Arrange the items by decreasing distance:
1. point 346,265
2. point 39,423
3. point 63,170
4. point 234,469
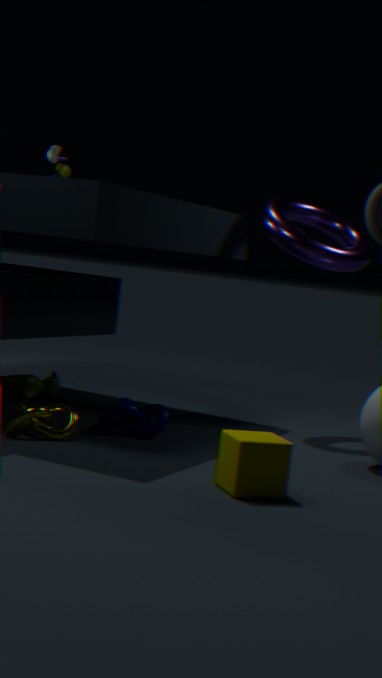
1. point 63,170
2. point 346,265
3. point 39,423
4. point 234,469
